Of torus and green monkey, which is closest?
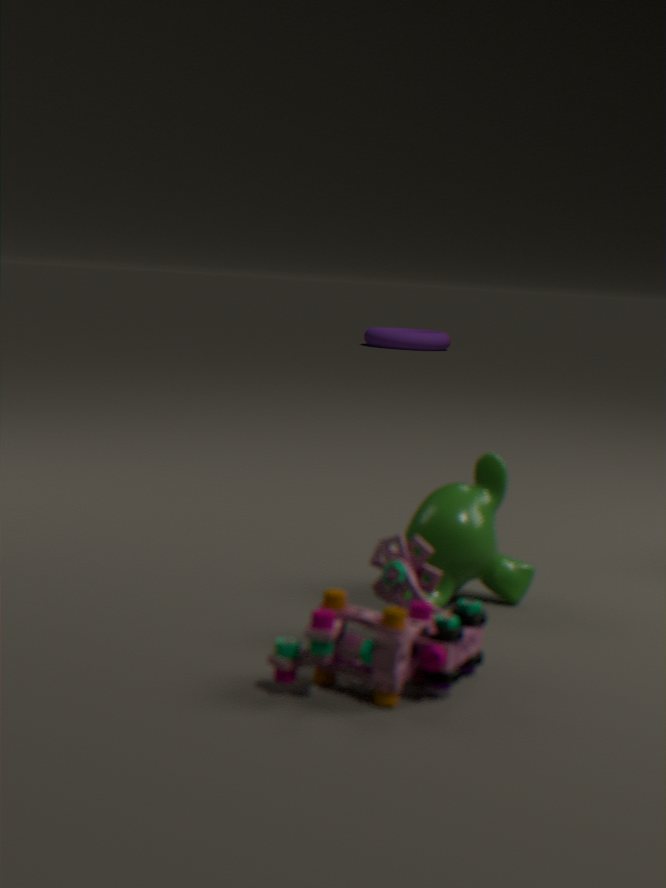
green monkey
